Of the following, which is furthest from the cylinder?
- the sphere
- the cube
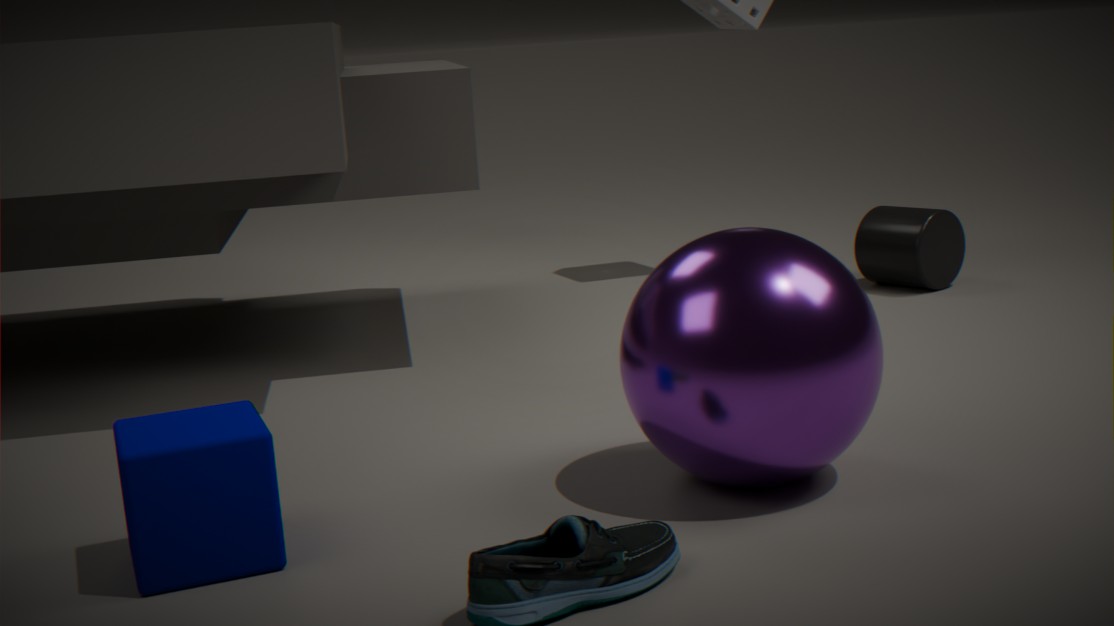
the cube
